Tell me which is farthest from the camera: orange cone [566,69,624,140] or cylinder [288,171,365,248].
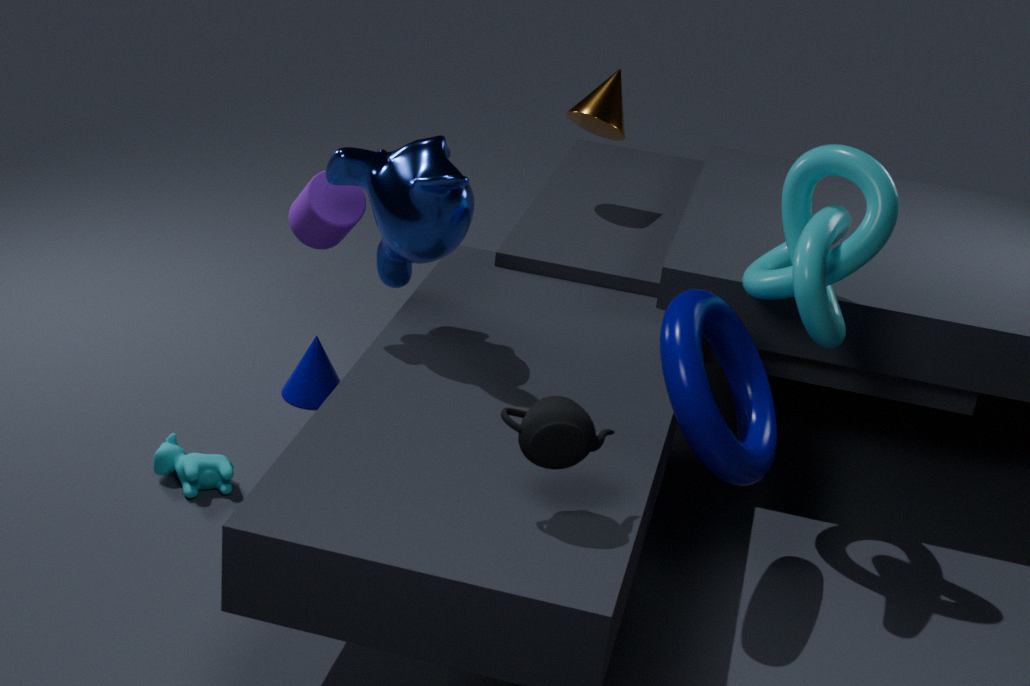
orange cone [566,69,624,140]
